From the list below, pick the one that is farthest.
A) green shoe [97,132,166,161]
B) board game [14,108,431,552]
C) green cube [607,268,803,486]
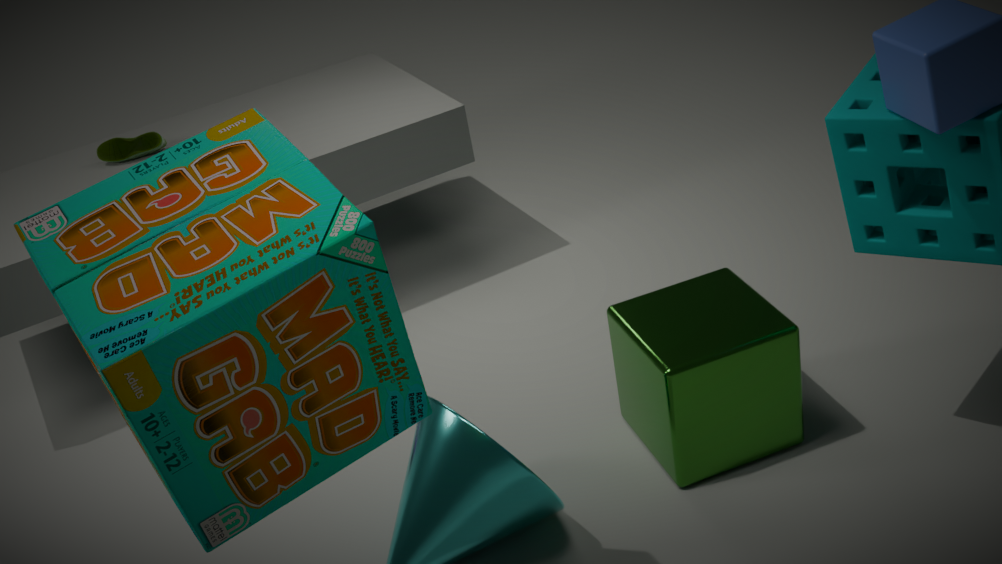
green shoe [97,132,166,161]
